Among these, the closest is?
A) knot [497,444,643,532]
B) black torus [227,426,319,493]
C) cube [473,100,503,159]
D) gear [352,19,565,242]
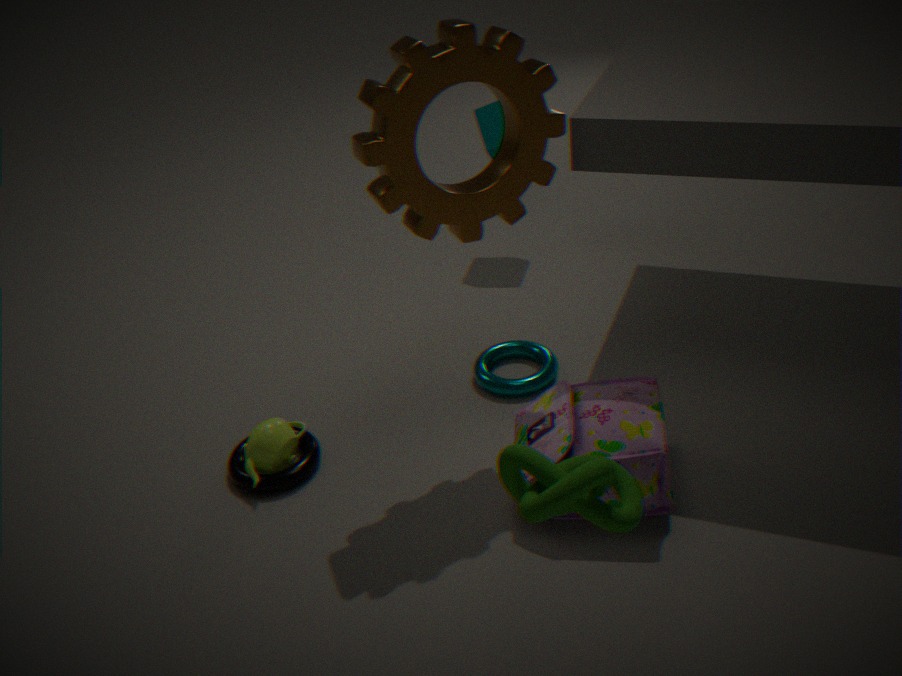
knot [497,444,643,532]
